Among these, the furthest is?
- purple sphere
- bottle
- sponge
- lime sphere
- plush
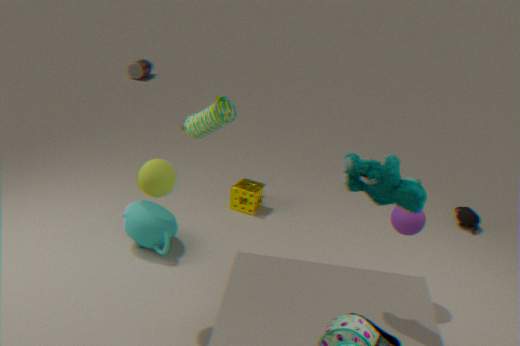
bottle
